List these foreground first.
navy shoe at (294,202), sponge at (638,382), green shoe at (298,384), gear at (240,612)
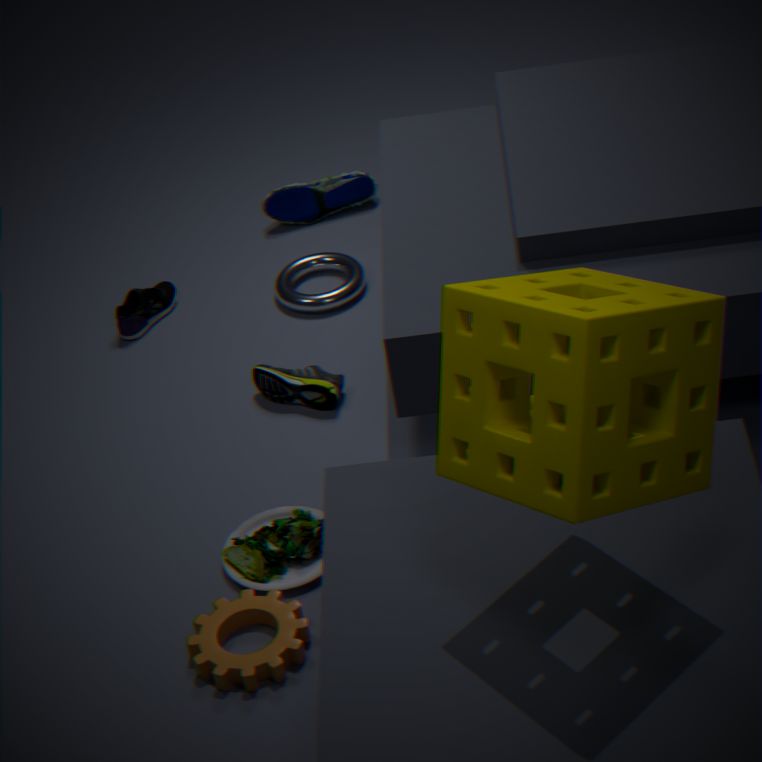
sponge at (638,382)
gear at (240,612)
green shoe at (298,384)
navy shoe at (294,202)
